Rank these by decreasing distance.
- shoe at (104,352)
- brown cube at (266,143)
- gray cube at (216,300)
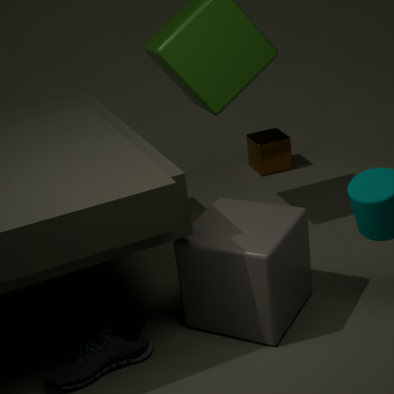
brown cube at (266,143)
gray cube at (216,300)
shoe at (104,352)
